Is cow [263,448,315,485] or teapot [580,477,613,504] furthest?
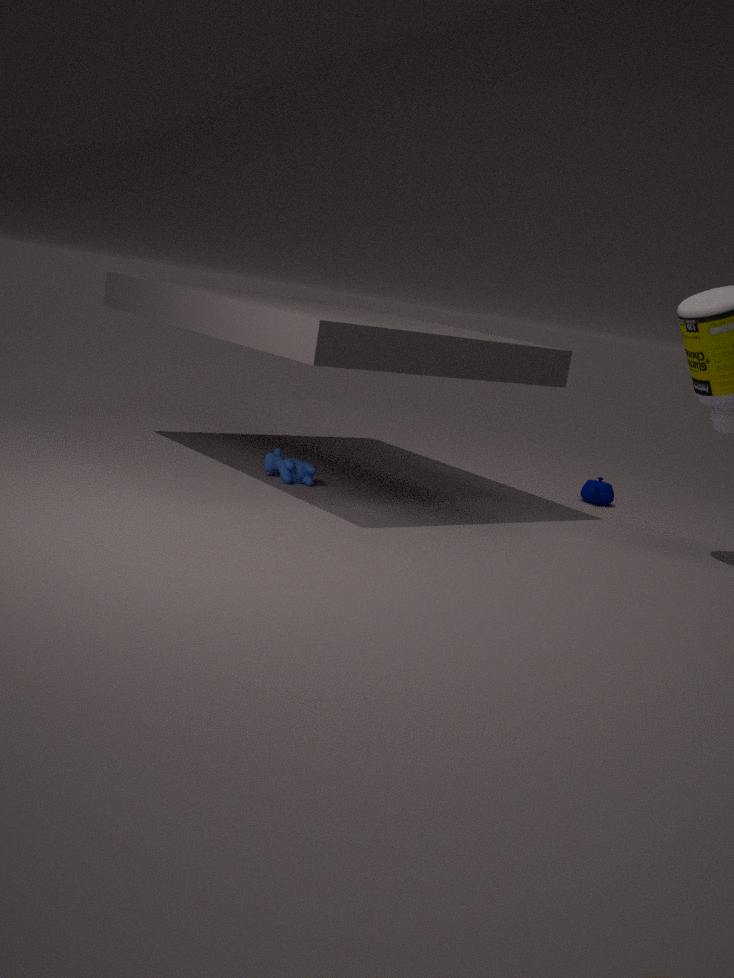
teapot [580,477,613,504]
